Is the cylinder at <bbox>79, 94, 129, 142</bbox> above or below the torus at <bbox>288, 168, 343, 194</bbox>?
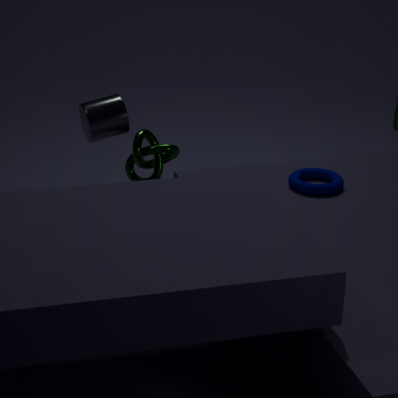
above
